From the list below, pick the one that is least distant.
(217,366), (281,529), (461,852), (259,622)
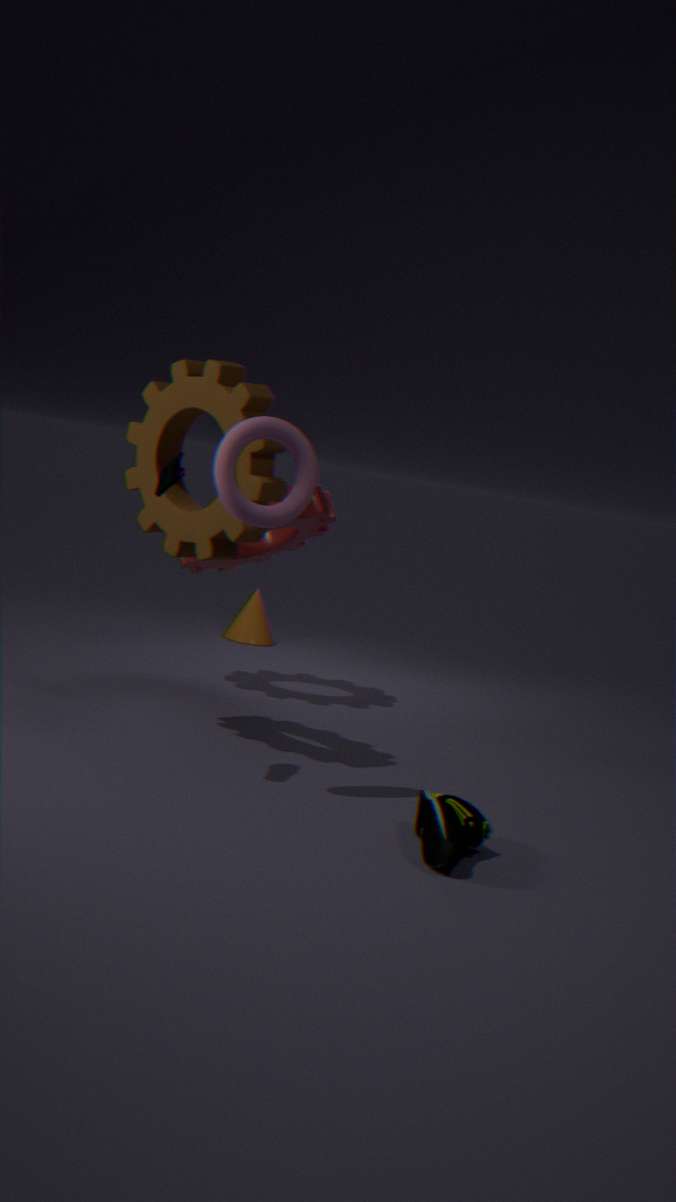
(461,852)
